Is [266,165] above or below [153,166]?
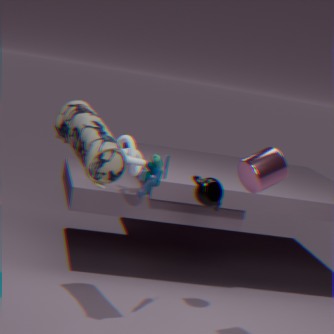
above
